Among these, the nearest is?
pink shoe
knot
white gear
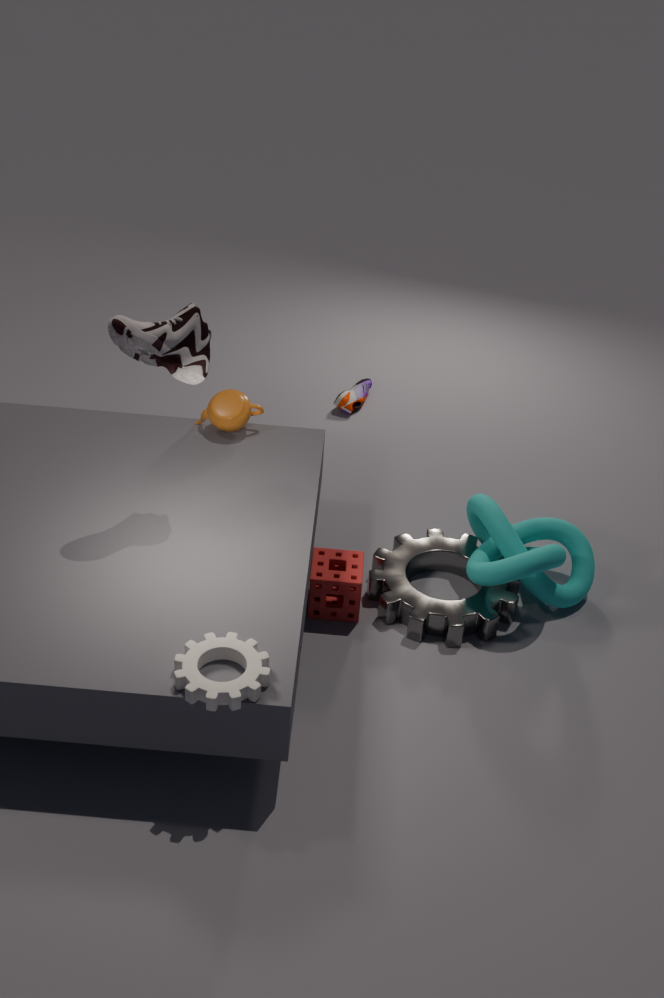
white gear
